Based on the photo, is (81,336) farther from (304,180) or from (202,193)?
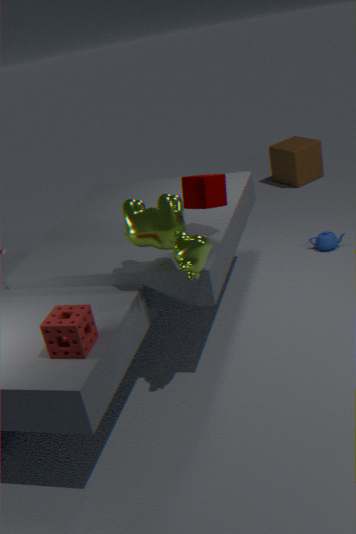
(304,180)
